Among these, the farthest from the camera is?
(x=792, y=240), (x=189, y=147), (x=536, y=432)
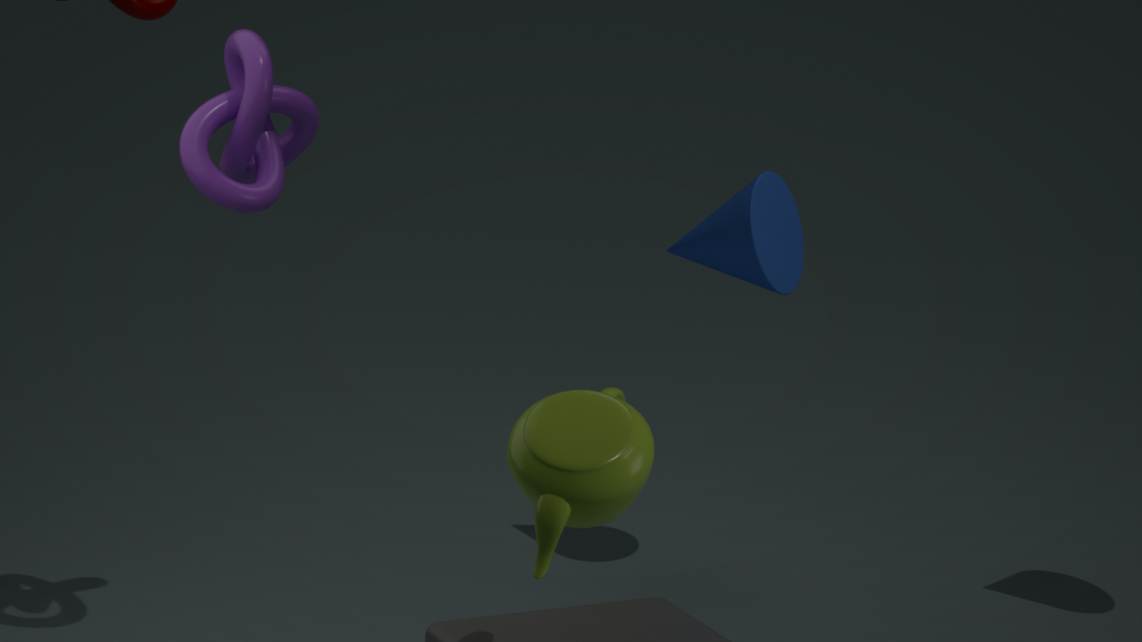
(x=792, y=240)
